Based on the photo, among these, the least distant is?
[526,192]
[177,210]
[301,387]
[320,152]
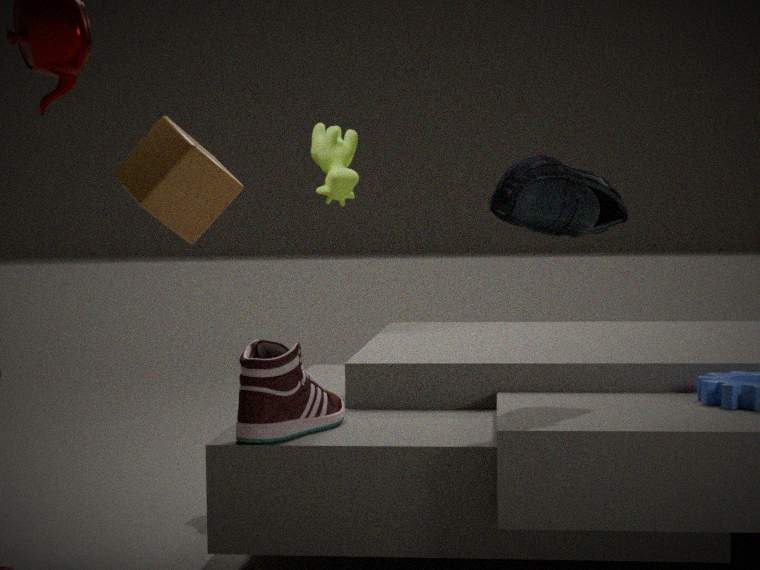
[526,192]
